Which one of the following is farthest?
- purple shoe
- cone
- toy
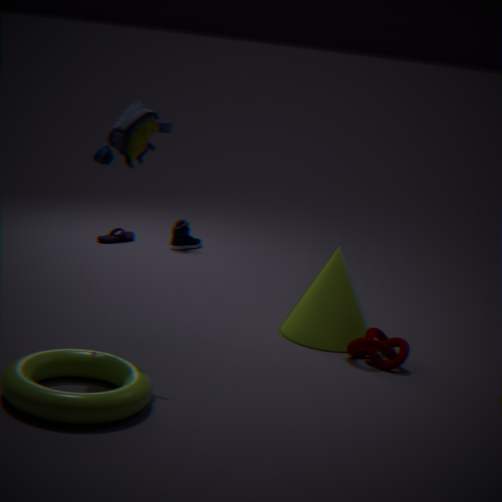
purple shoe
